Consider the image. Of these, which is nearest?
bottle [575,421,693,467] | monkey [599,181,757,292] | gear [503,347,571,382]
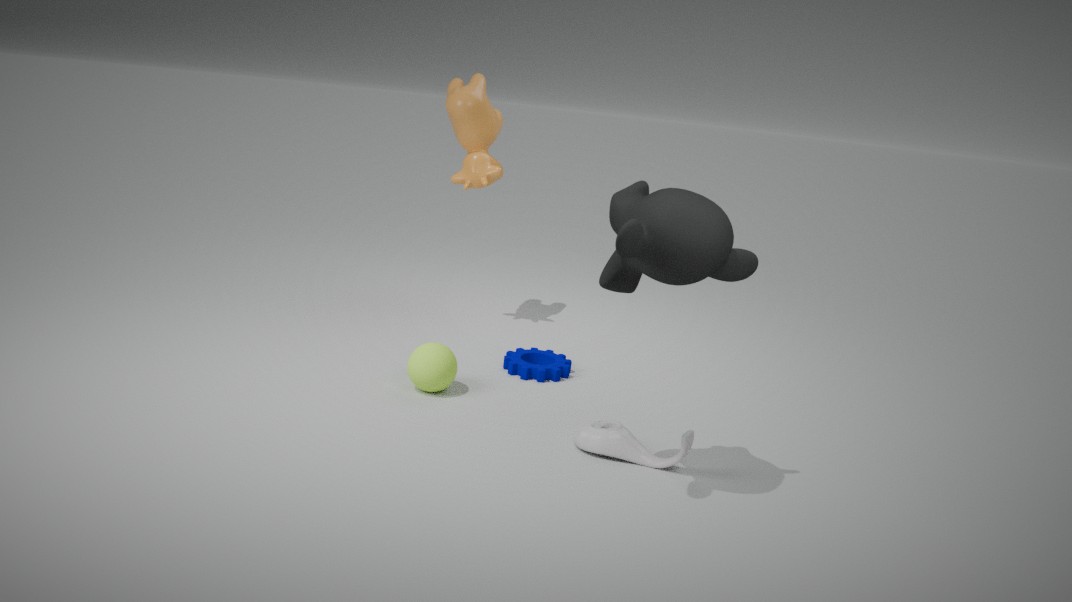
monkey [599,181,757,292]
